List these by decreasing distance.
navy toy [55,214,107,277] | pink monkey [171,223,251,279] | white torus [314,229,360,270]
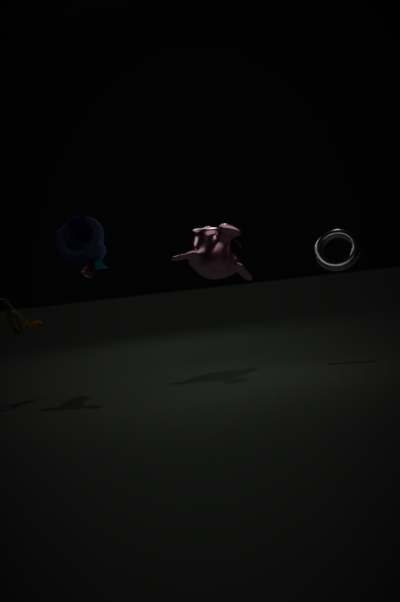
pink monkey [171,223,251,279]
white torus [314,229,360,270]
navy toy [55,214,107,277]
